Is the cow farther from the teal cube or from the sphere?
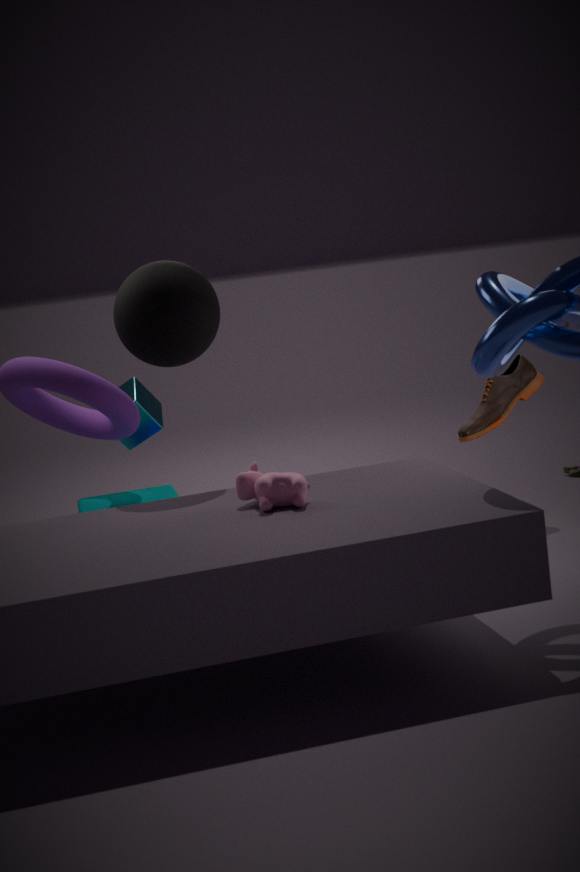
the teal cube
